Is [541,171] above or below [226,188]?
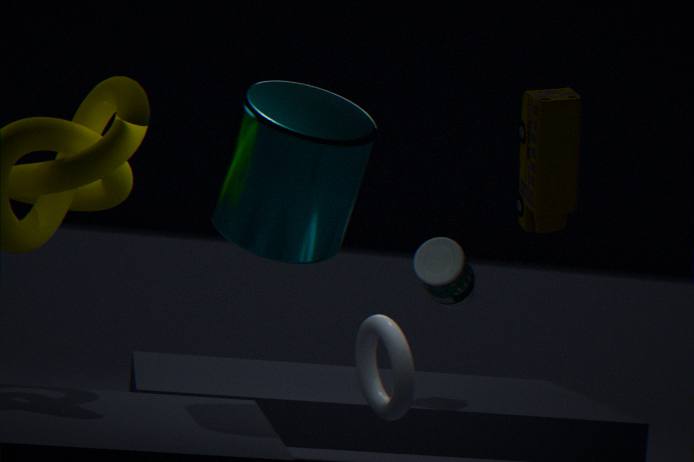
above
